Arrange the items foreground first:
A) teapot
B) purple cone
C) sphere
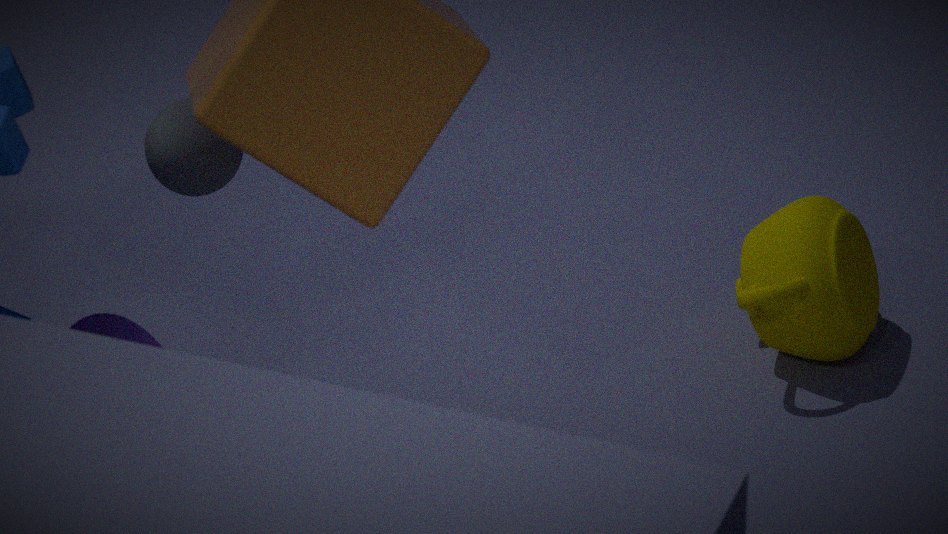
sphere < purple cone < teapot
